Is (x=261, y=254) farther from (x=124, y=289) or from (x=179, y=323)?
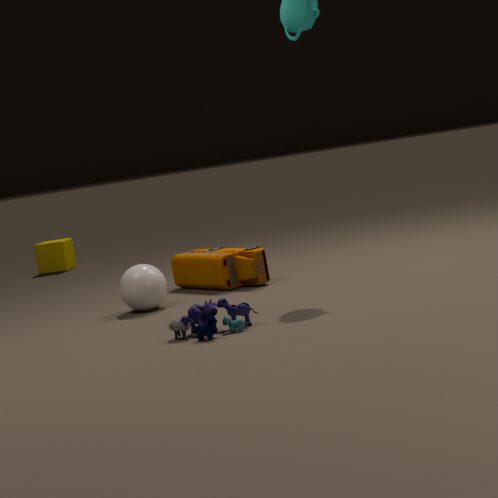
(x=179, y=323)
